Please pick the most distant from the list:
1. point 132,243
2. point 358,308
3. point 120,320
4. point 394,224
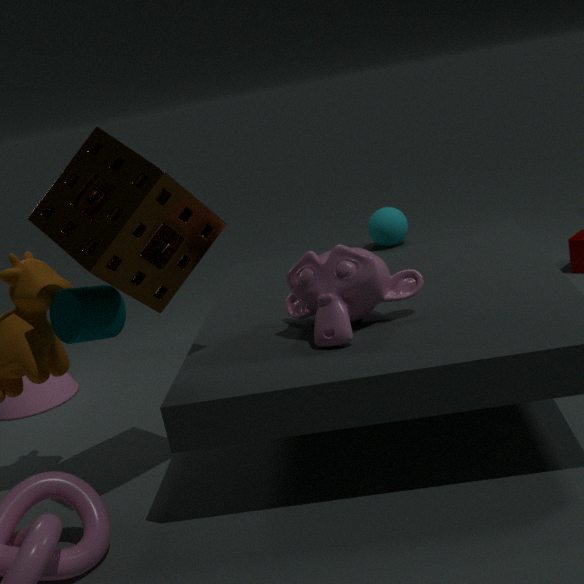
point 394,224
